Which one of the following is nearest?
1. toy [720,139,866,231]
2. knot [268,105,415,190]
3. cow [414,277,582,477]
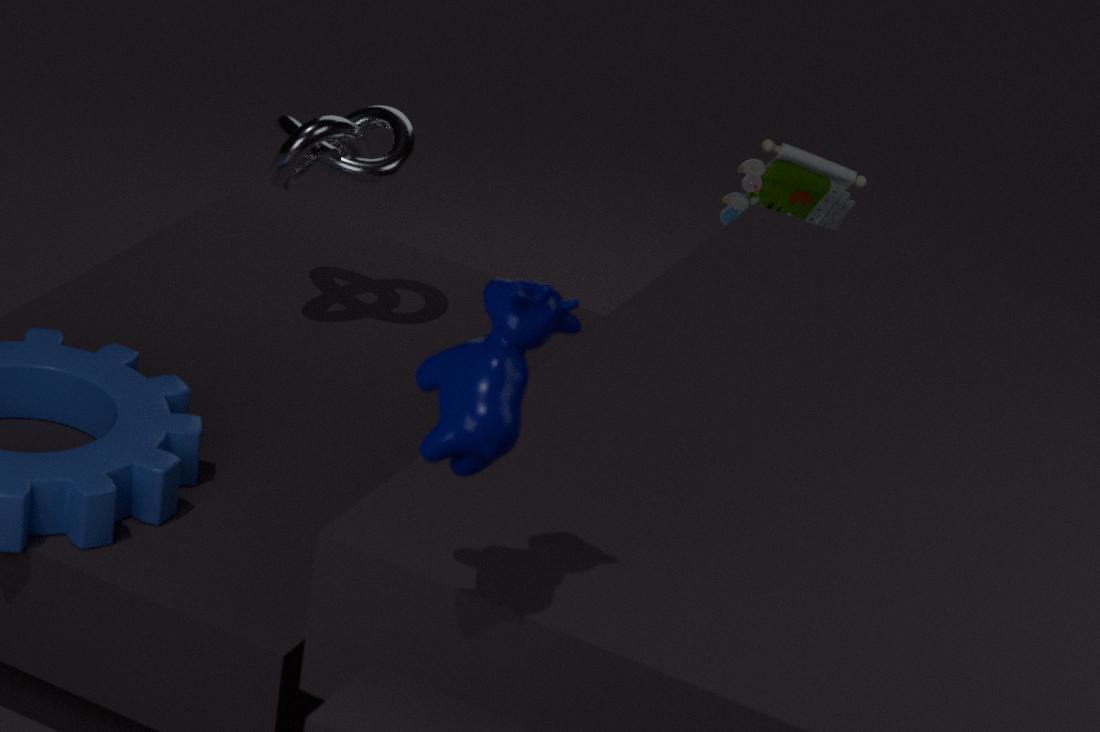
cow [414,277,582,477]
